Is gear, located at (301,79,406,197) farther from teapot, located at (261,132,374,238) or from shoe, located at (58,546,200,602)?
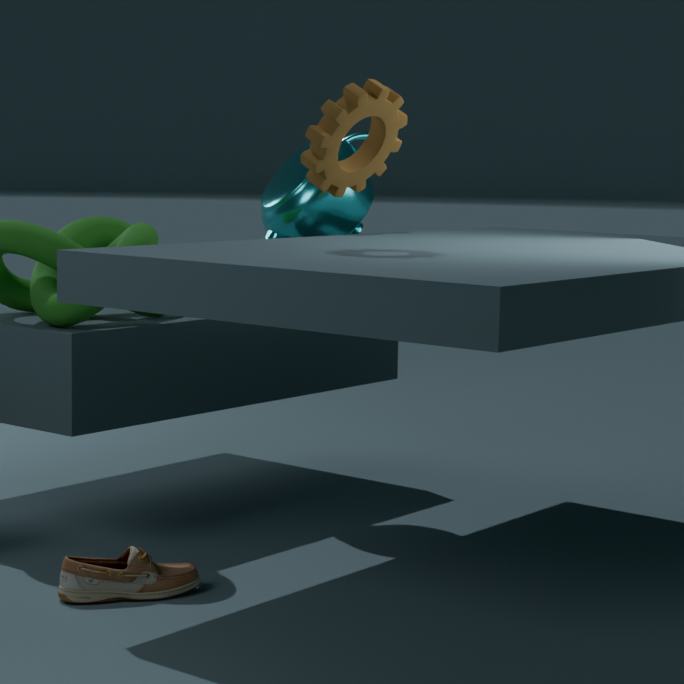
→ shoe, located at (58,546,200,602)
